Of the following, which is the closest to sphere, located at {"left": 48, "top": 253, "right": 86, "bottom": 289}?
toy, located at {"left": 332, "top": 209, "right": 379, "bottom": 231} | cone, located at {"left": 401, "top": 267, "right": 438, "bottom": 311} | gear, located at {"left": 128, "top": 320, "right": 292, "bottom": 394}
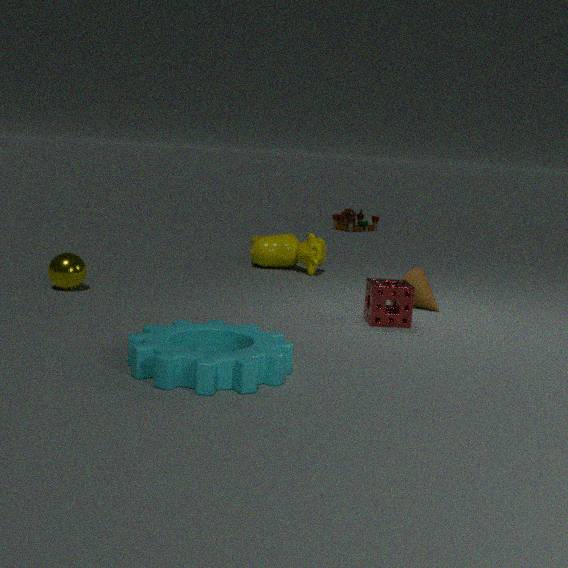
gear, located at {"left": 128, "top": 320, "right": 292, "bottom": 394}
